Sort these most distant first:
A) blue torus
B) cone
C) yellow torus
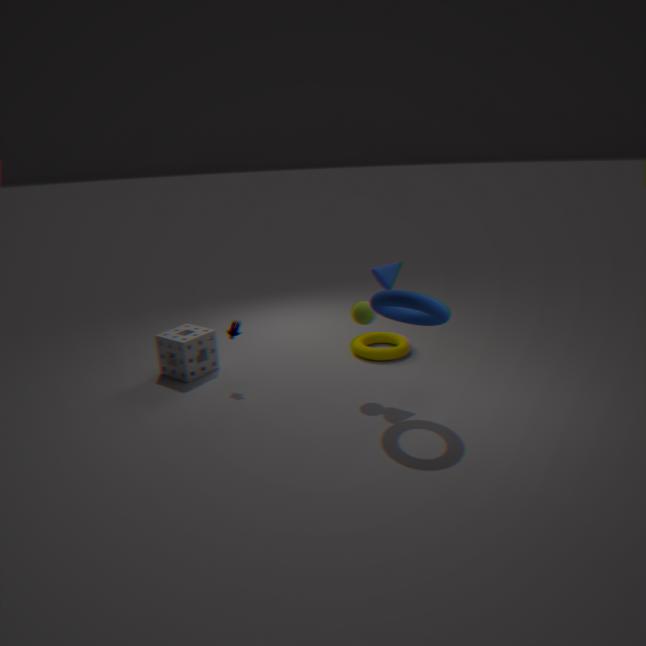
1. yellow torus
2. cone
3. blue torus
